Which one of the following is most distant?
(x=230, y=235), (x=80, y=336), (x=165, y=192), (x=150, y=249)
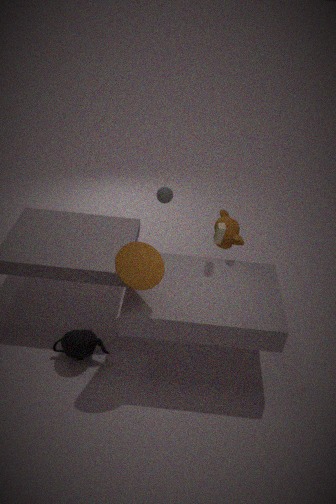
(x=165, y=192)
